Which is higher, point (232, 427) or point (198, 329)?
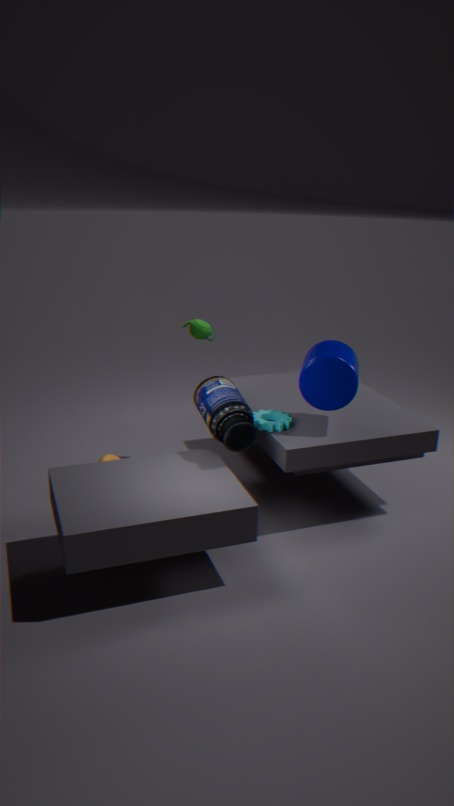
point (198, 329)
